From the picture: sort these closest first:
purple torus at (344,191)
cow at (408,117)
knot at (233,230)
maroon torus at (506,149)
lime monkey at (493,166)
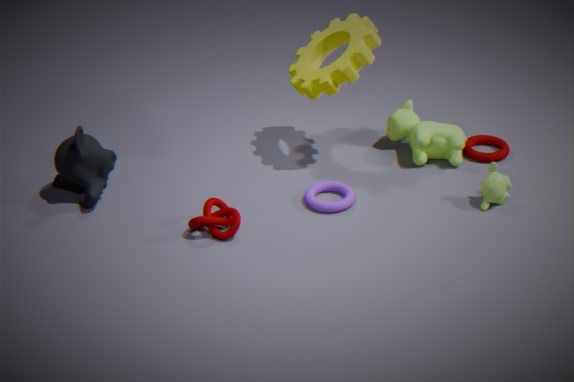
knot at (233,230) → lime monkey at (493,166) → purple torus at (344,191) → cow at (408,117) → maroon torus at (506,149)
